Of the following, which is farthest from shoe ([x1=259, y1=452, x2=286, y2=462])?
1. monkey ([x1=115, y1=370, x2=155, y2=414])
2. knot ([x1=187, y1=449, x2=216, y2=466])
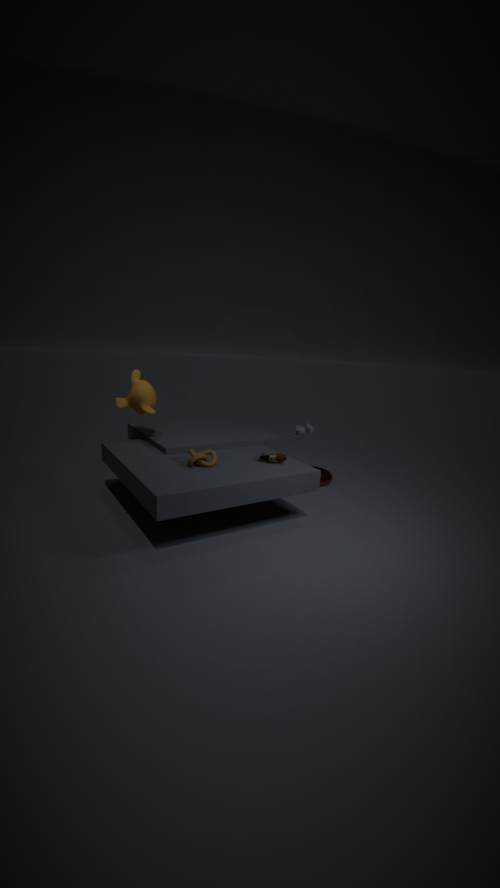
monkey ([x1=115, y1=370, x2=155, y2=414])
